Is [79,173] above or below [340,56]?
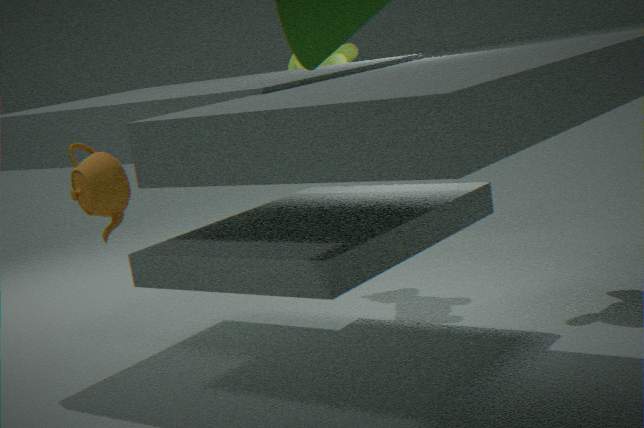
below
